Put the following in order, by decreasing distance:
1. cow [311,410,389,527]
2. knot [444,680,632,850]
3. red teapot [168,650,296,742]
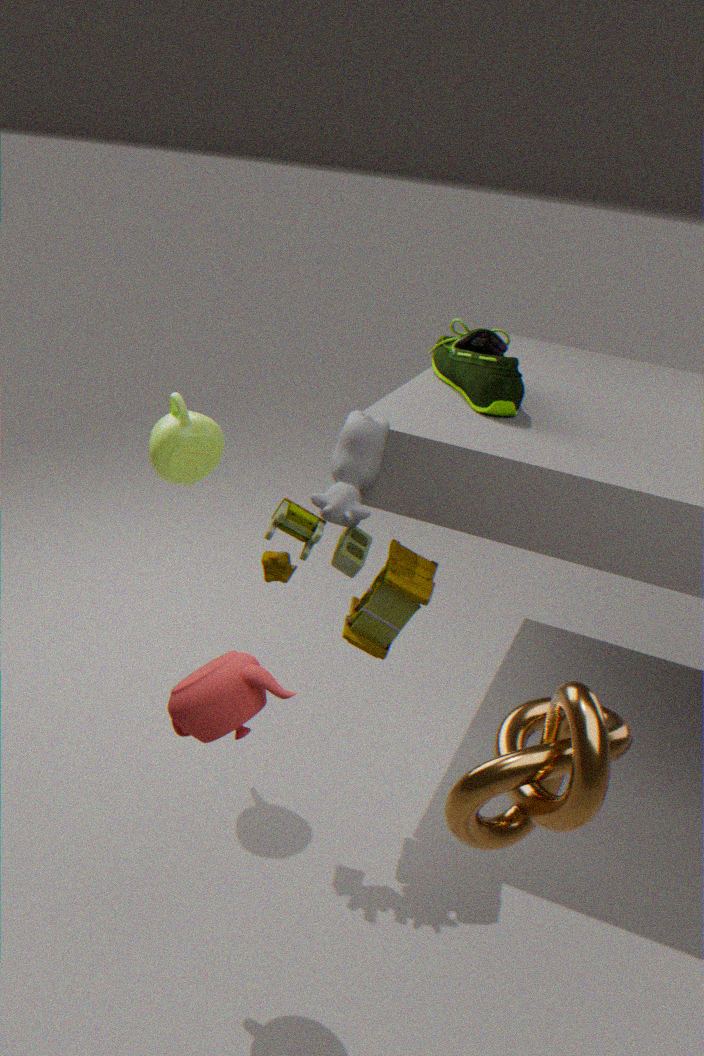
cow [311,410,389,527], red teapot [168,650,296,742], knot [444,680,632,850]
